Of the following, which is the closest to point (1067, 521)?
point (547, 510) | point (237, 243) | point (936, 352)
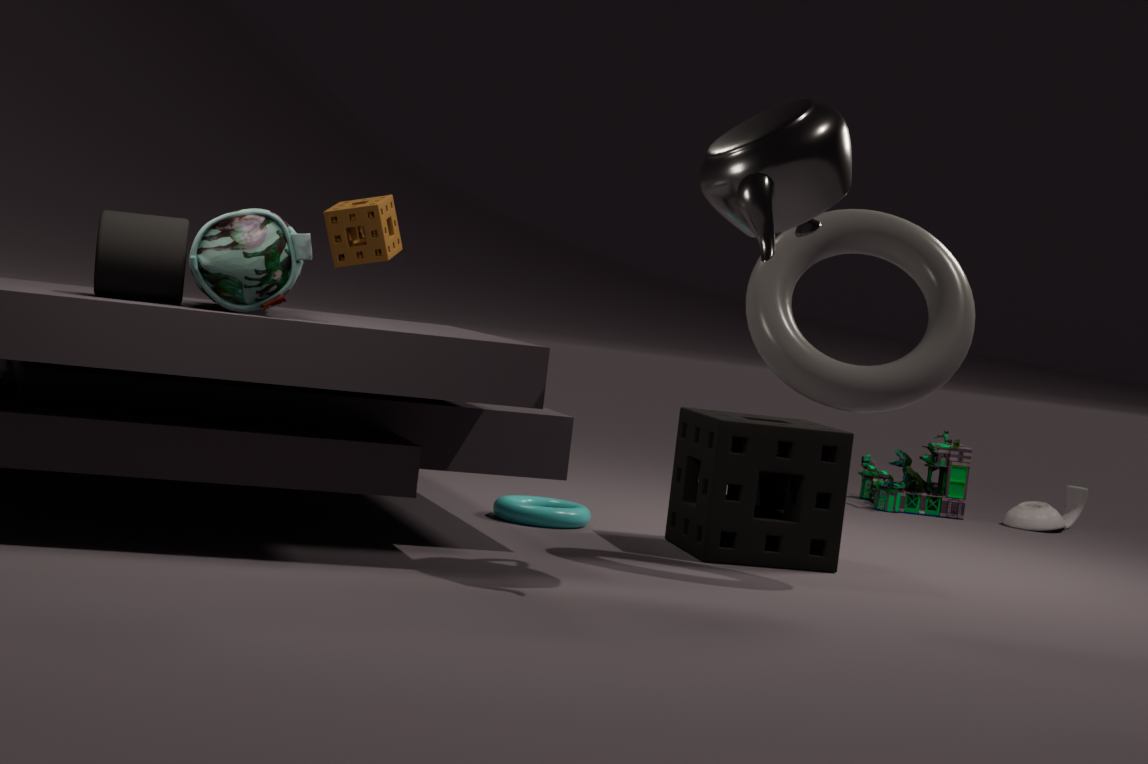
point (547, 510)
